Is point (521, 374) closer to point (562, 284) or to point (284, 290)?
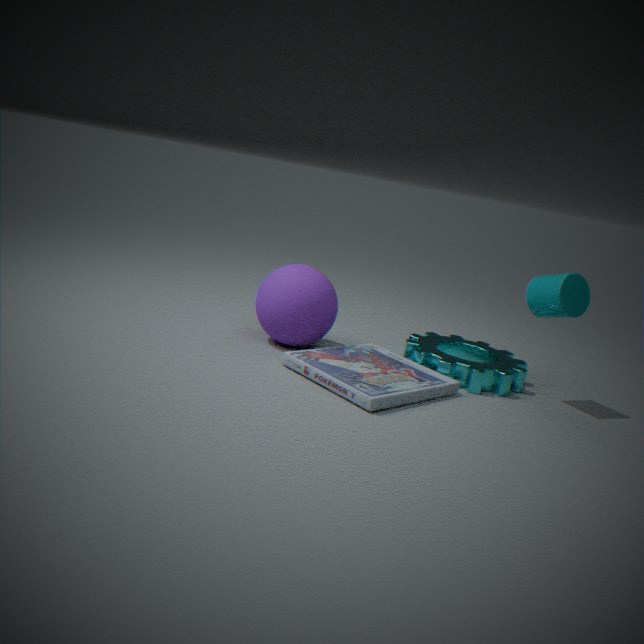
point (562, 284)
